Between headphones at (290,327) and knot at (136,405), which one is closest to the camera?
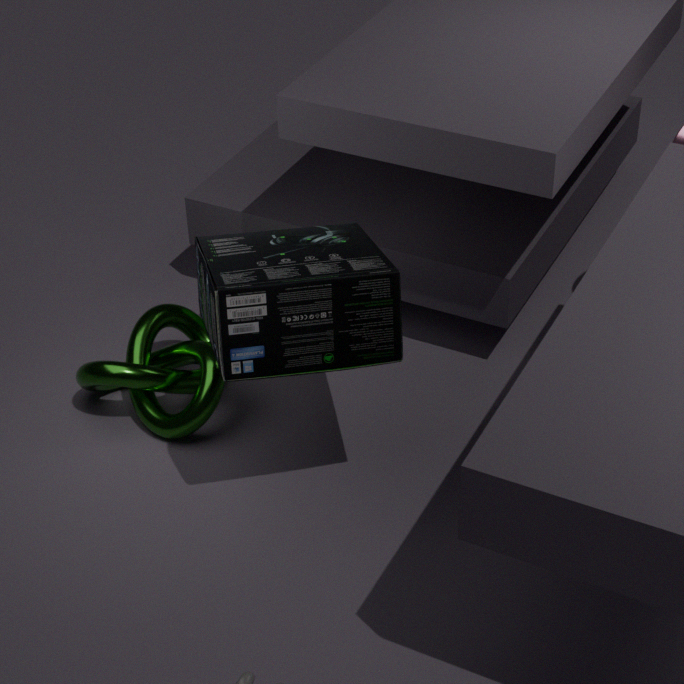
headphones at (290,327)
